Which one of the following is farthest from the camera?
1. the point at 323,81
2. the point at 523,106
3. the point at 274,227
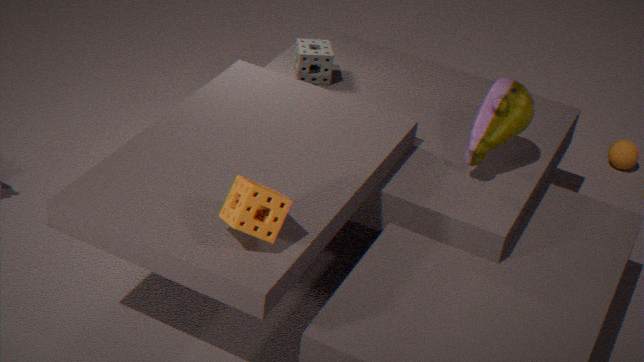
the point at 323,81
